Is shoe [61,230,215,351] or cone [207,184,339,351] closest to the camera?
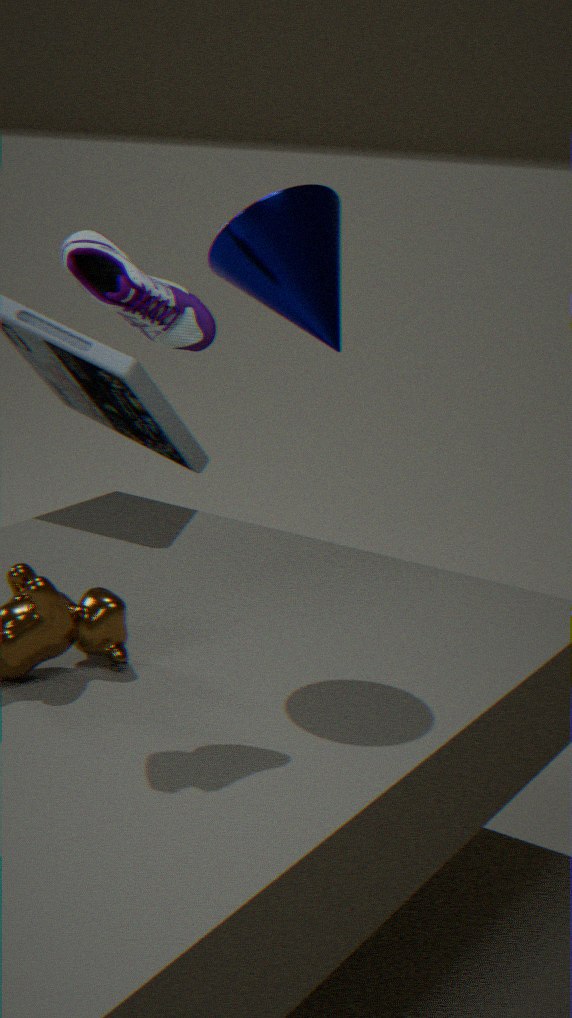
shoe [61,230,215,351]
